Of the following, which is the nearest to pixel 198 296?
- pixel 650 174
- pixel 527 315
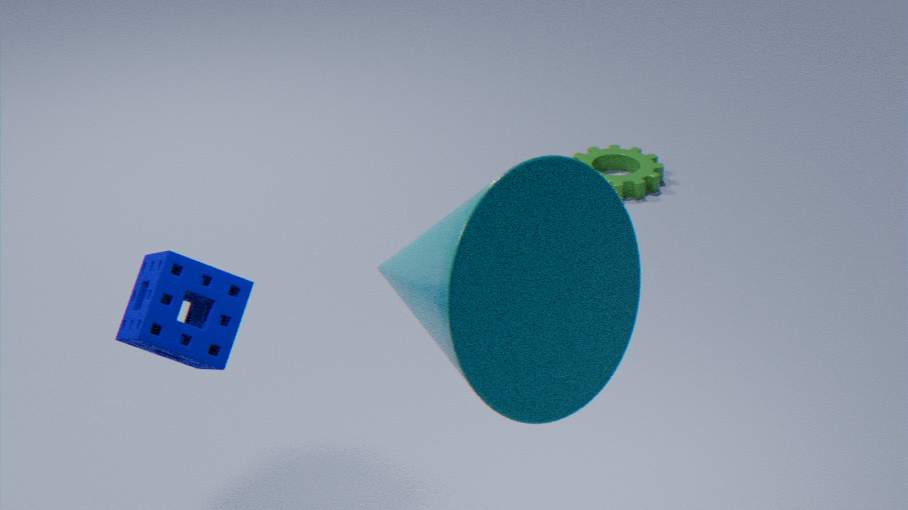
pixel 527 315
